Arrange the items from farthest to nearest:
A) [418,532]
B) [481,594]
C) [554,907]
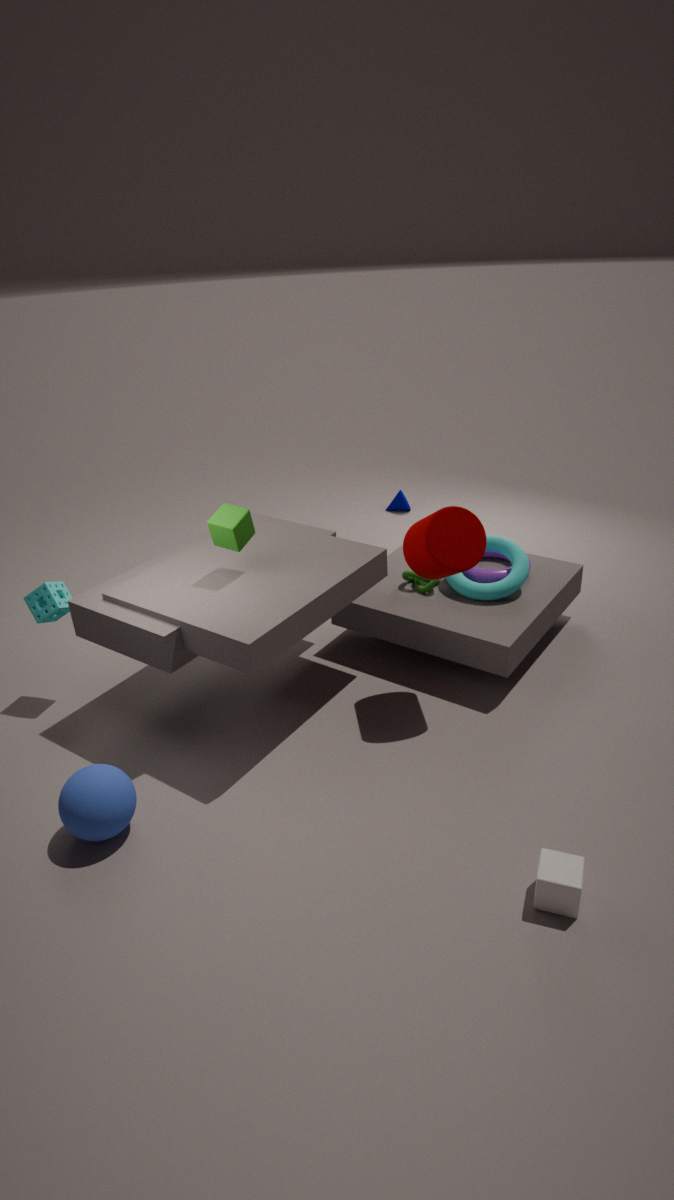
[481,594], [418,532], [554,907]
